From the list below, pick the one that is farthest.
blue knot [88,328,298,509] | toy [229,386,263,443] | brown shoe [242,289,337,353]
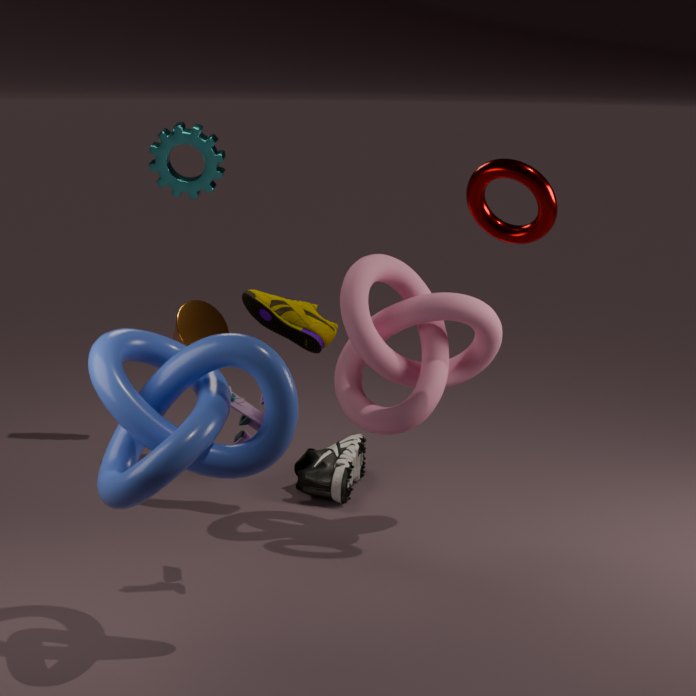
brown shoe [242,289,337,353]
